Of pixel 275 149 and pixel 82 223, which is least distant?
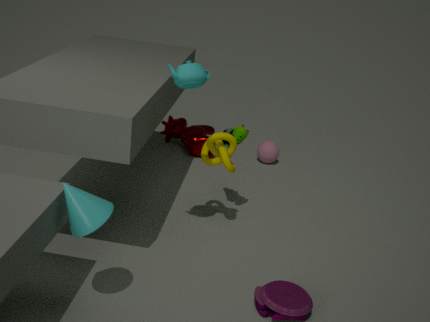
pixel 82 223
